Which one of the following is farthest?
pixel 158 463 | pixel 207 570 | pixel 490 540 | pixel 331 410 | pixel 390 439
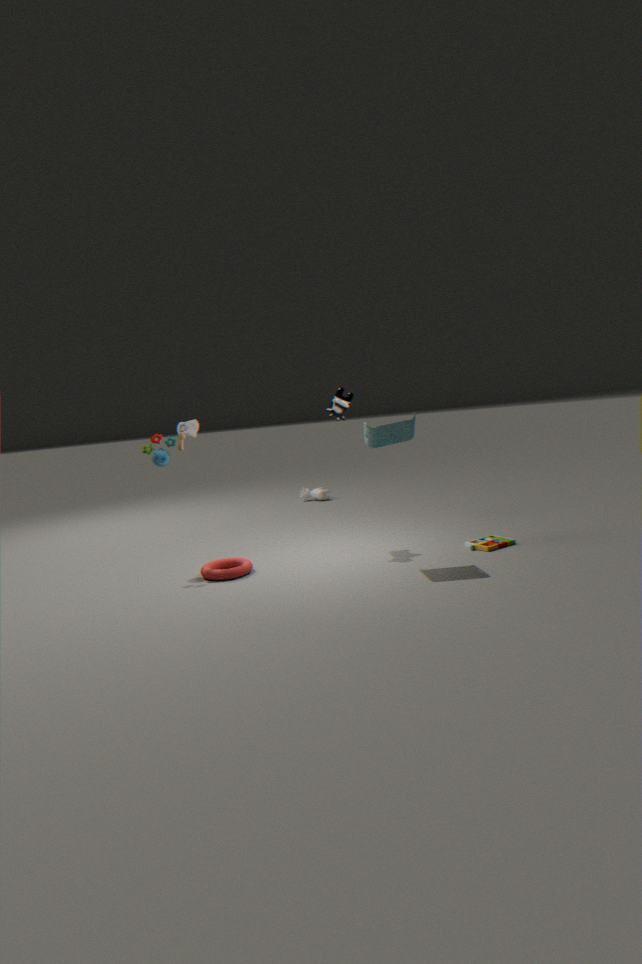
pixel 331 410
